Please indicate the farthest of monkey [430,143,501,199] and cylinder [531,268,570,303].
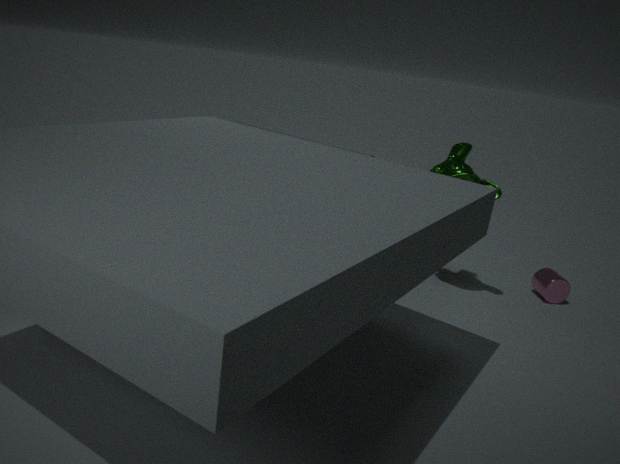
cylinder [531,268,570,303]
